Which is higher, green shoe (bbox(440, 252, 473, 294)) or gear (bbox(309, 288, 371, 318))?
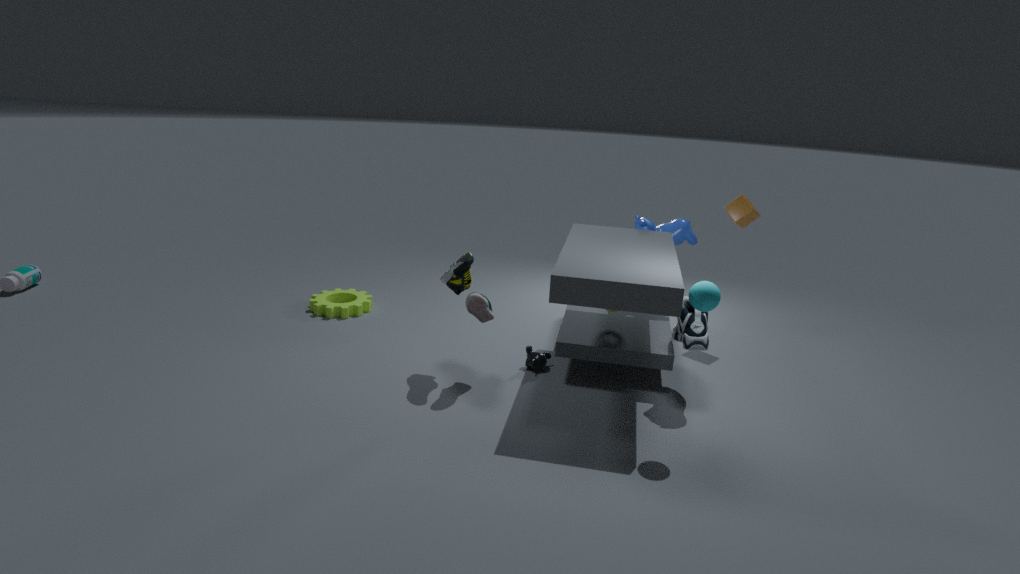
green shoe (bbox(440, 252, 473, 294))
